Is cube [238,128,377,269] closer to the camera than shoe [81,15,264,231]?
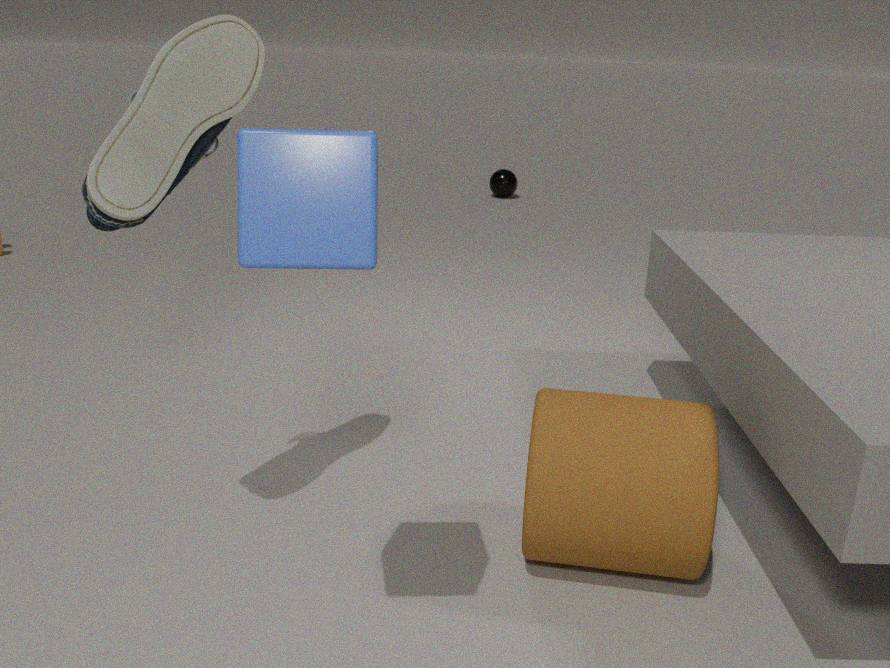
Yes
